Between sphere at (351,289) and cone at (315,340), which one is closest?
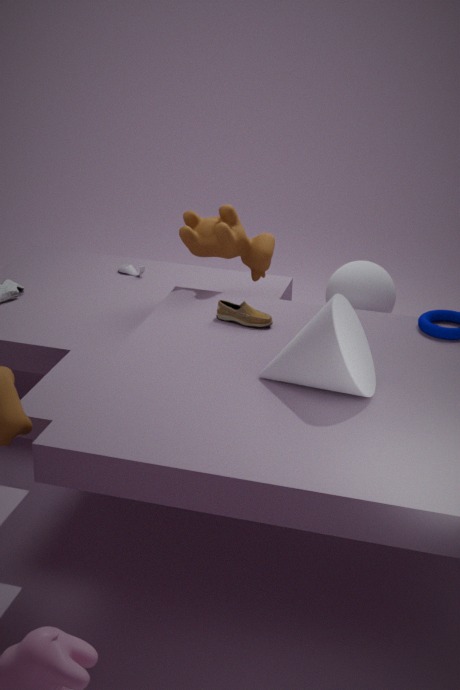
cone at (315,340)
